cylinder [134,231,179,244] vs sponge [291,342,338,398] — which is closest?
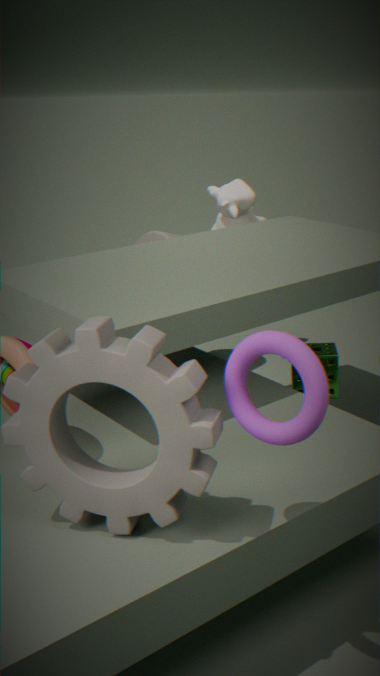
sponge [291,342,338,398]
